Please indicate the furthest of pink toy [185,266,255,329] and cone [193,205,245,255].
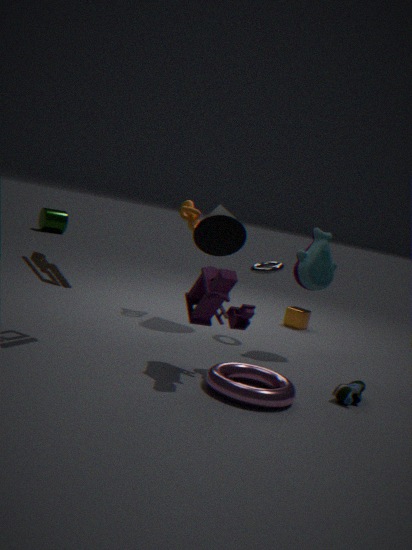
cone [193,205,245,255]
